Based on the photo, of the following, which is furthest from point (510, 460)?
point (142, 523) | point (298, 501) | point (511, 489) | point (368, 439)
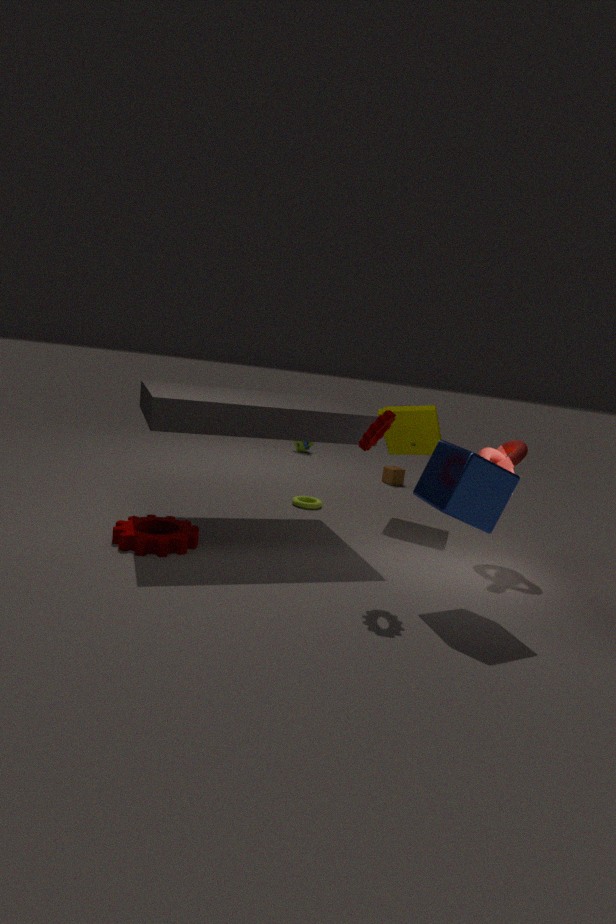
point (142, 523)
